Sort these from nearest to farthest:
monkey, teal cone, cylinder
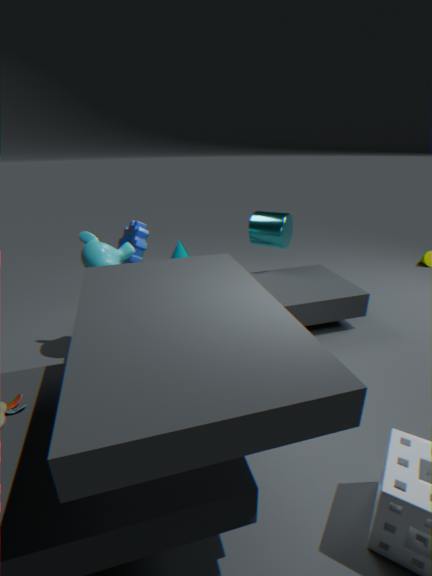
monkey
cylinder
teal cone
